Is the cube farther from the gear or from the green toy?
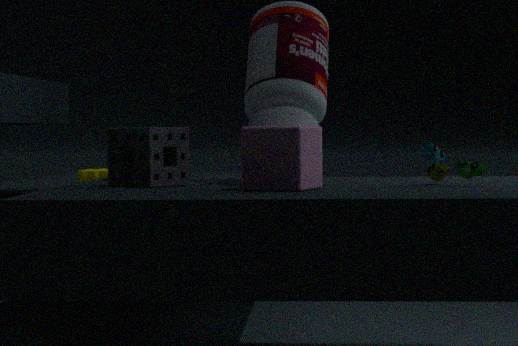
the gear
